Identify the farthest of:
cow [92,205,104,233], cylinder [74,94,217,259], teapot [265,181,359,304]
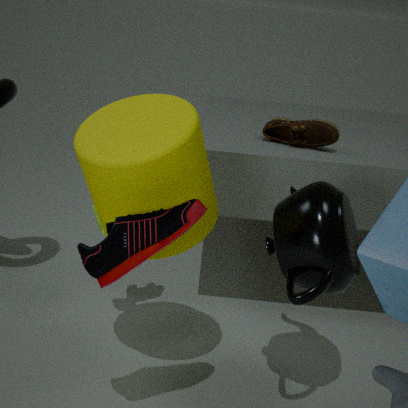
cow [92,205,104,233]
